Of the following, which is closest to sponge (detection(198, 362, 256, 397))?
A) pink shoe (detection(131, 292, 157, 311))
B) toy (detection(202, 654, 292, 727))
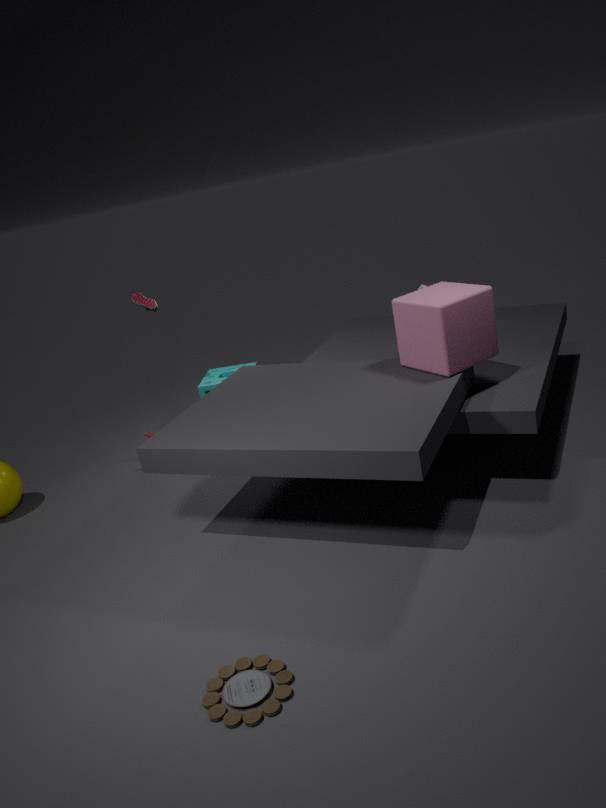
pink shoe (detection(131, 292, 157, 311))
